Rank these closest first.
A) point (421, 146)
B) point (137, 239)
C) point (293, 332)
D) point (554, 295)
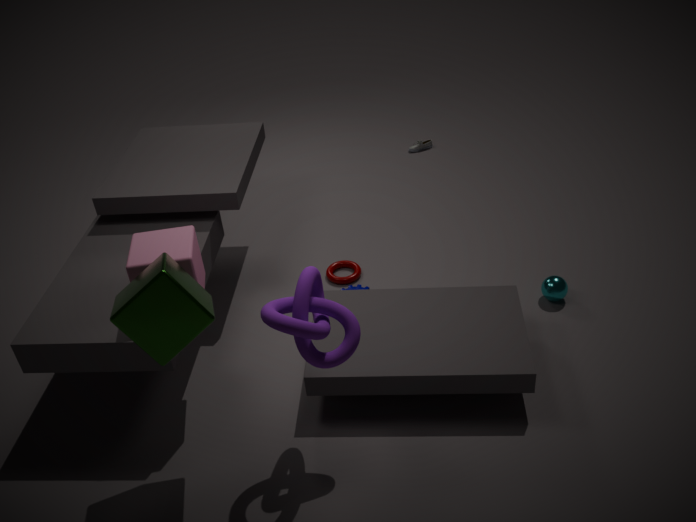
point (293, 332) < point (137, 239) < point (554, 295) < point (421, 146)
